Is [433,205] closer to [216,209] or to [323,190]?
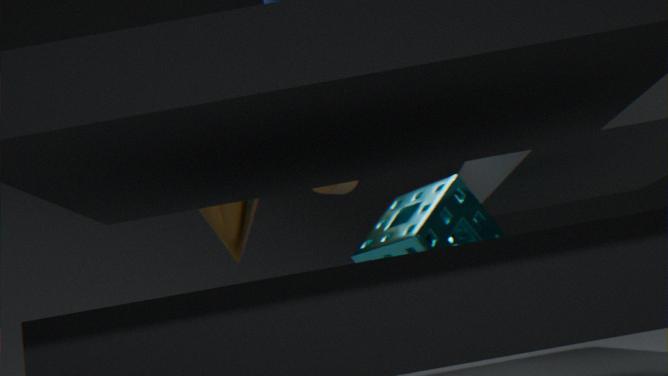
[323,190]
